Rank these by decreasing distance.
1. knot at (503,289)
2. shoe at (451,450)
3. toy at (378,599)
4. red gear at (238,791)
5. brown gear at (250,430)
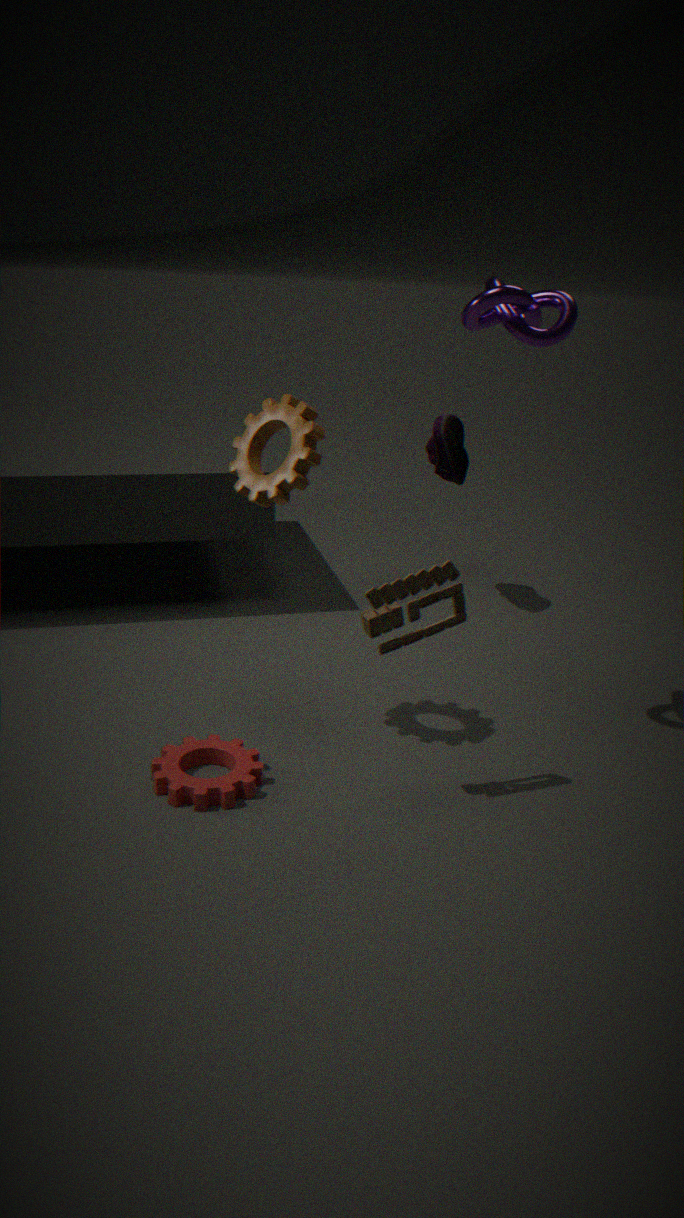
1. shoe at (451,450)
2. red gear at (238,791)
3. brown gear at (250,430)
4. knot at (503,289)
5. toy at (378,599)
